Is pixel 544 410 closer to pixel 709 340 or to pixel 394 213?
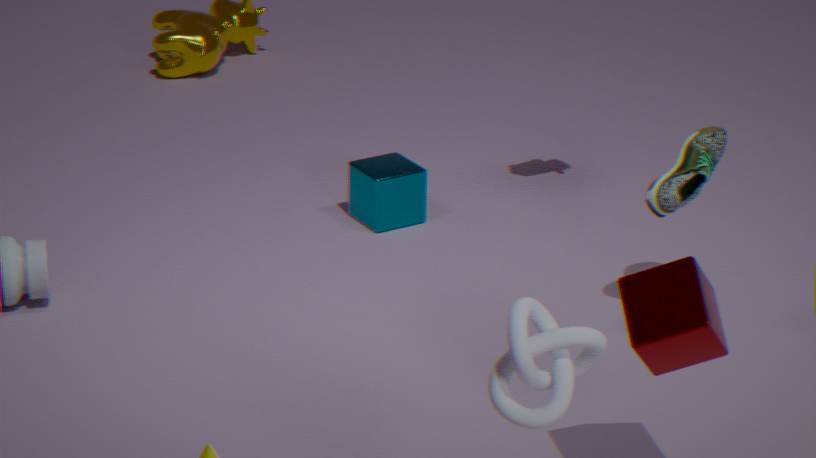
pixel 709 340
